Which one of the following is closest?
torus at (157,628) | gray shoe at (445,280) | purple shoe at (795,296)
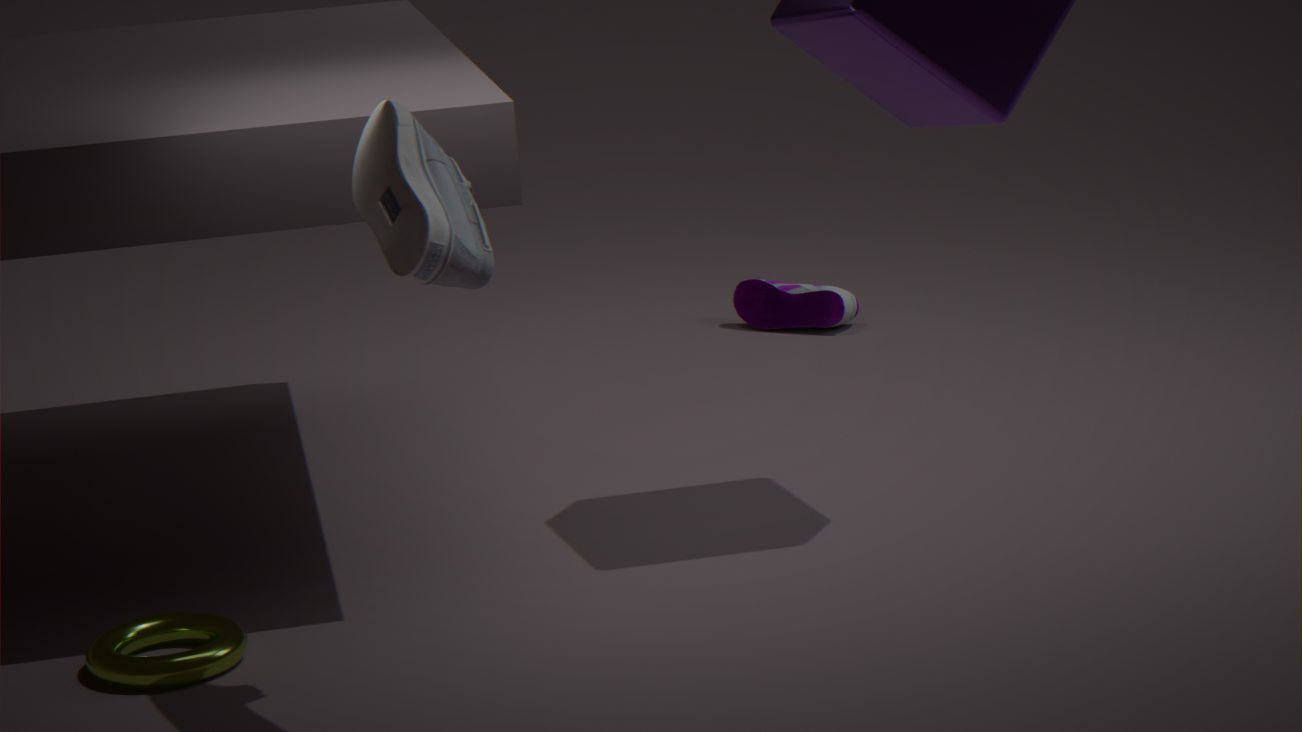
gray shoe at (445,280)
